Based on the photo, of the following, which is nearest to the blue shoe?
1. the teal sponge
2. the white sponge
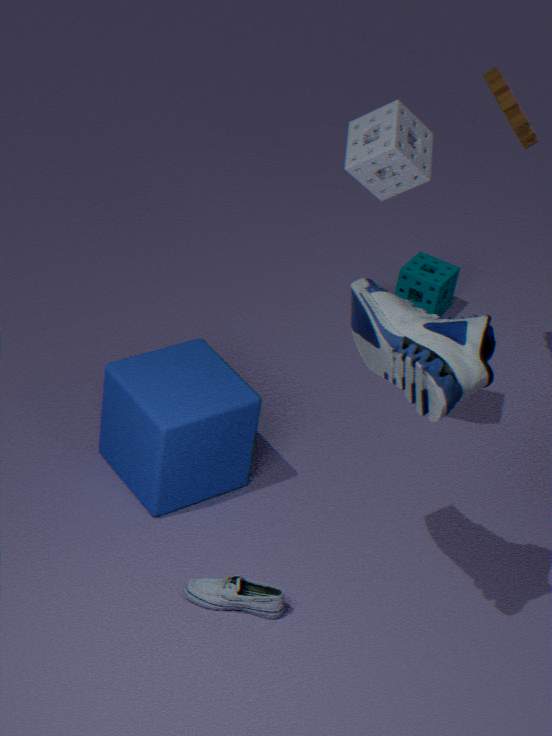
the white sponge
